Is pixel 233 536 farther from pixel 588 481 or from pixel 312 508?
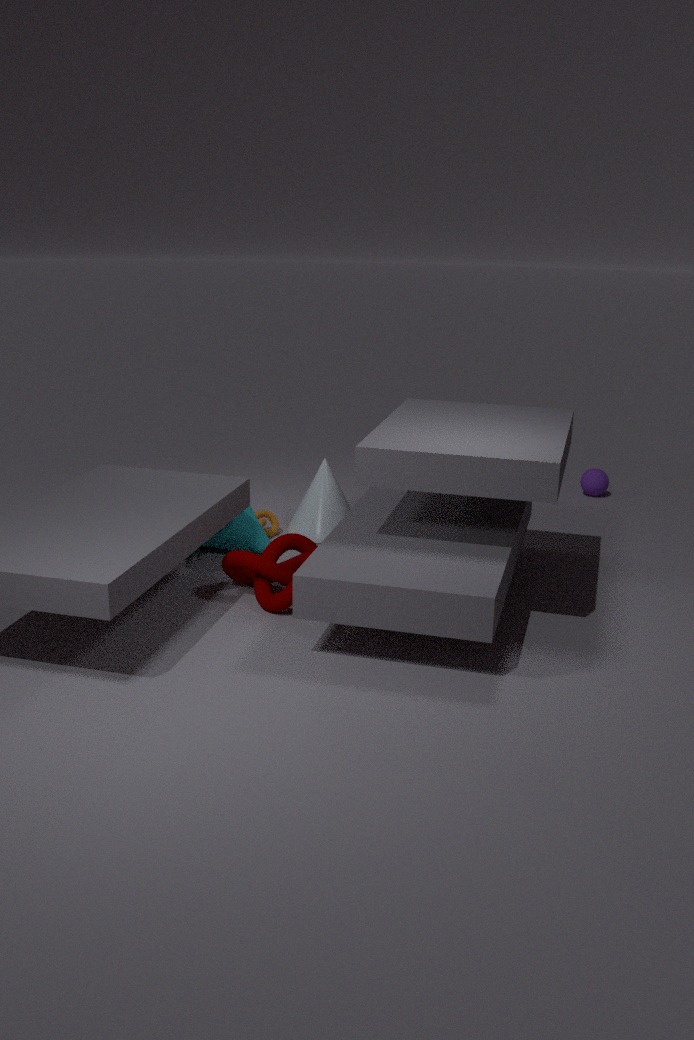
pixel 588 481
